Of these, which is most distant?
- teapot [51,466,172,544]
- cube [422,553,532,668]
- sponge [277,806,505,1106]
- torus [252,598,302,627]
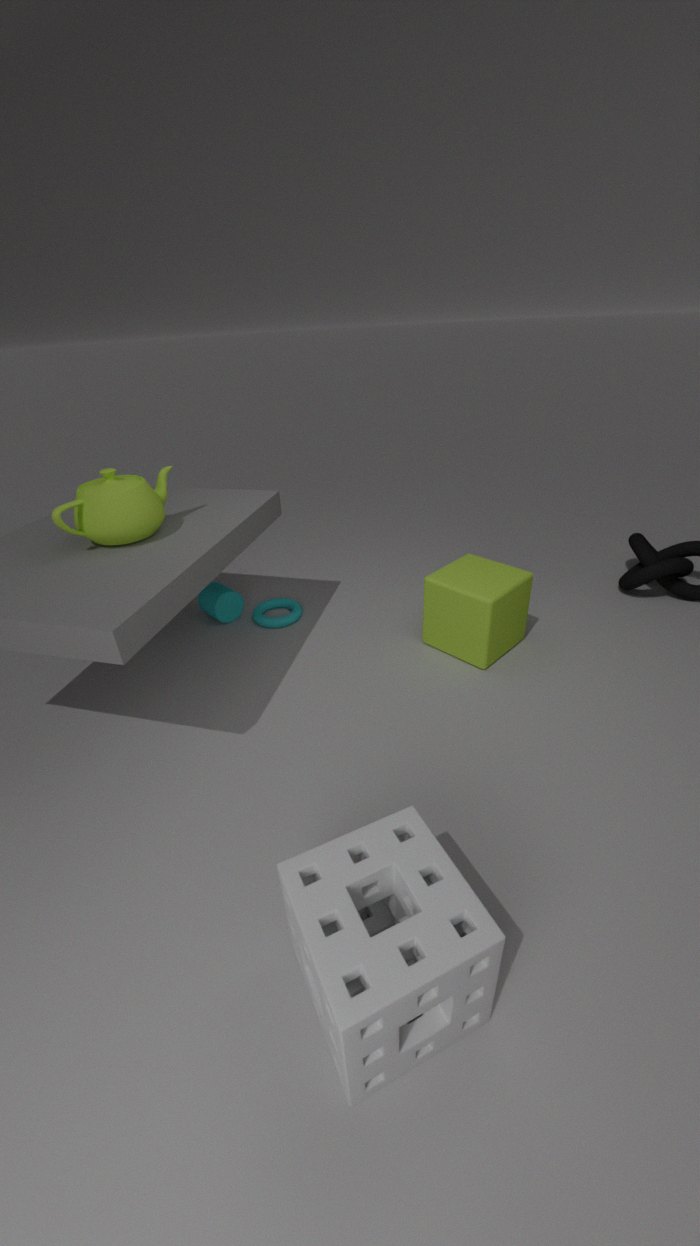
torus [252,598,302,627]
